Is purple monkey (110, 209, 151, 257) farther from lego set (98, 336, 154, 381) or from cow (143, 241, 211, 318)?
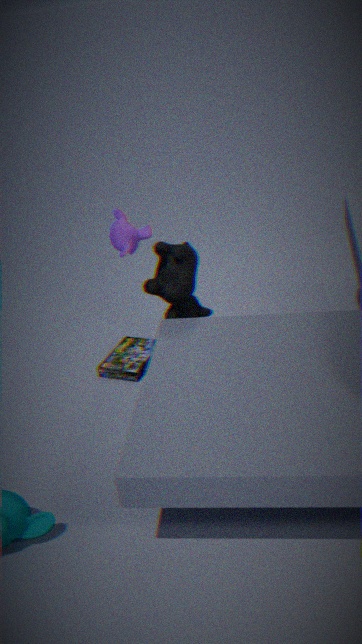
lego set (98, 336, 154, 381)
